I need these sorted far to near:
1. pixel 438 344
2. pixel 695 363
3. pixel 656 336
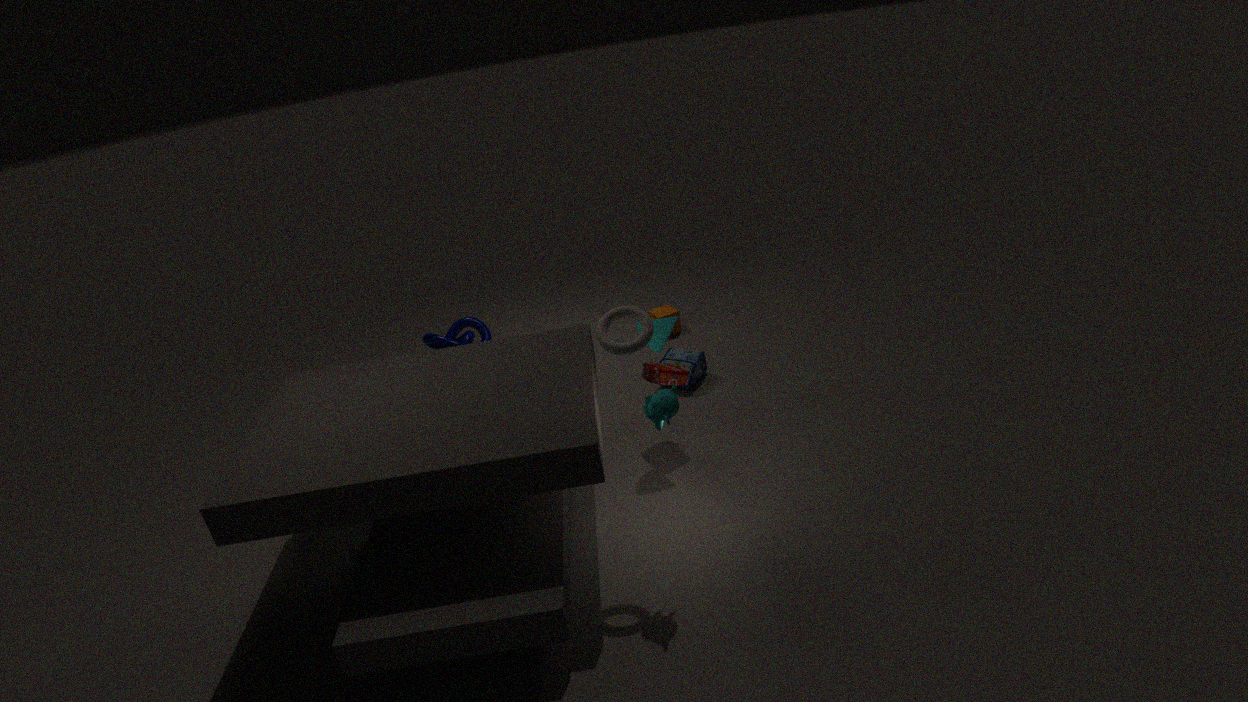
pixel 438 344, pixel 695 363, pixel 656 336
